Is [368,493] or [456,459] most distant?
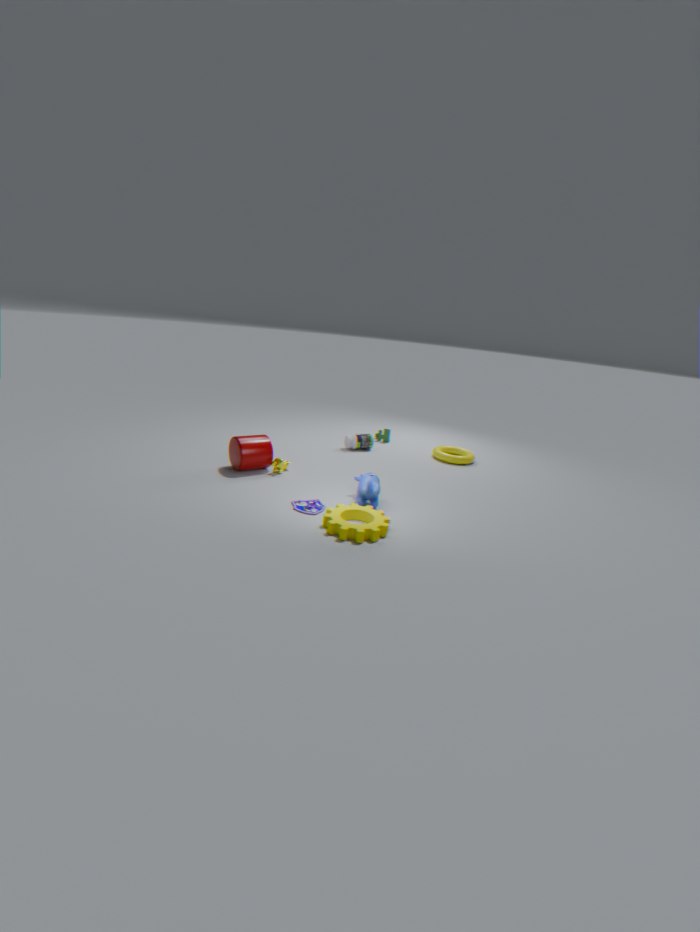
[456,459]
